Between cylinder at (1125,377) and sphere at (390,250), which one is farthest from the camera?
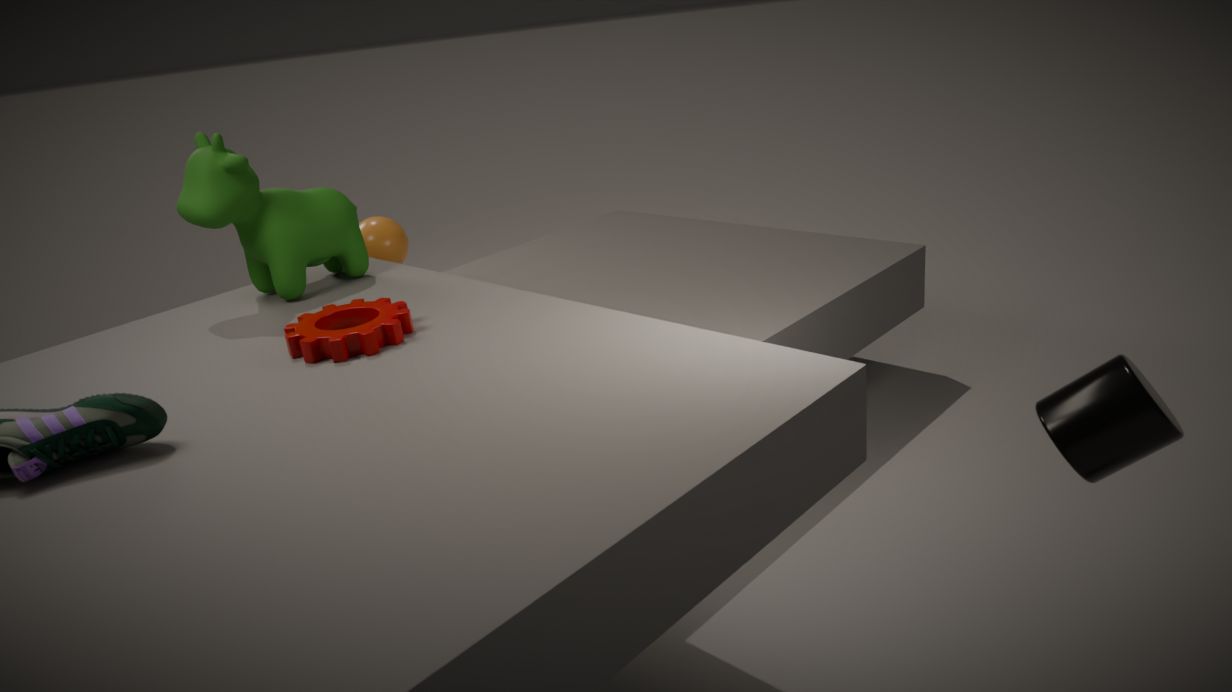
sphere at (390,250)
